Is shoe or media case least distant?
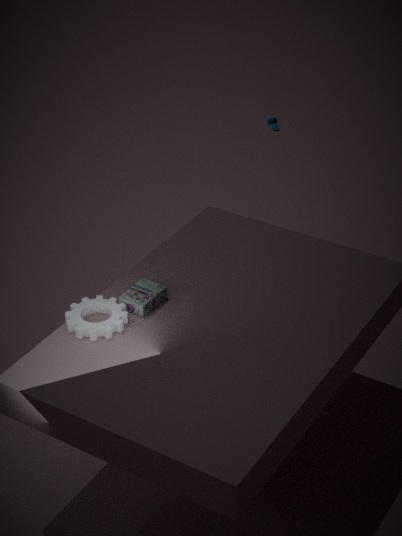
media case
